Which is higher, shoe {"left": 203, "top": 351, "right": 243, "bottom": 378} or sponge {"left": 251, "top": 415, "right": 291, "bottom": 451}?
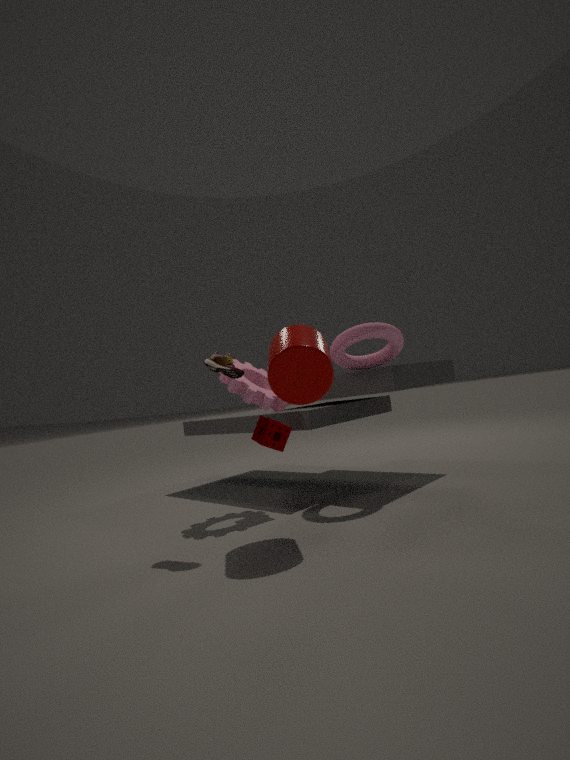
shoe {"left": 203, "top": 351, "right": 243, "bottom": 378}
